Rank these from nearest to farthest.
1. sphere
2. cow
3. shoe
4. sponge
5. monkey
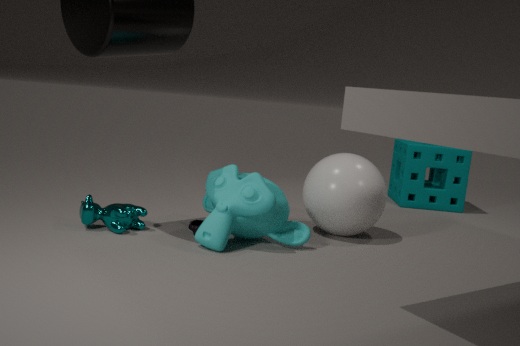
monkey → cow → shoe → sphere → sponge
